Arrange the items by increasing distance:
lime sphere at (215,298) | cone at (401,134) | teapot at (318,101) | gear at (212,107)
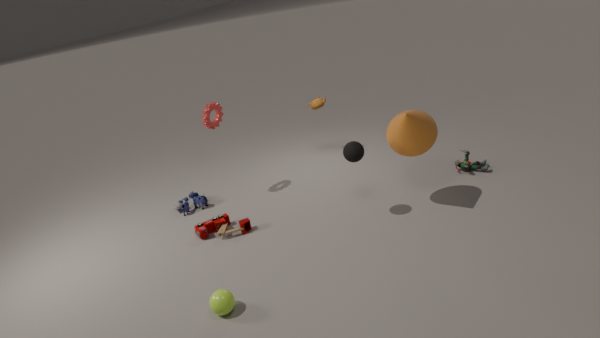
1. lime sphere at (215,298)
2. cone at (401,134)
3. gear at (212,107)
4. teapot at (318,101)
